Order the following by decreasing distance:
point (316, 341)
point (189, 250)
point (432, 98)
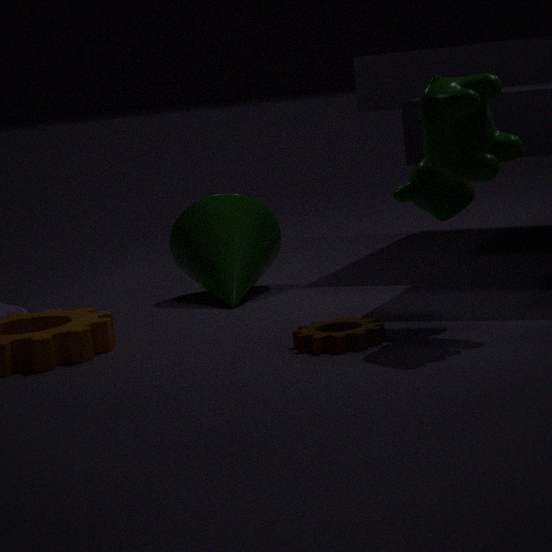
point (189, 250), point (316, 341), point (432, 98)
